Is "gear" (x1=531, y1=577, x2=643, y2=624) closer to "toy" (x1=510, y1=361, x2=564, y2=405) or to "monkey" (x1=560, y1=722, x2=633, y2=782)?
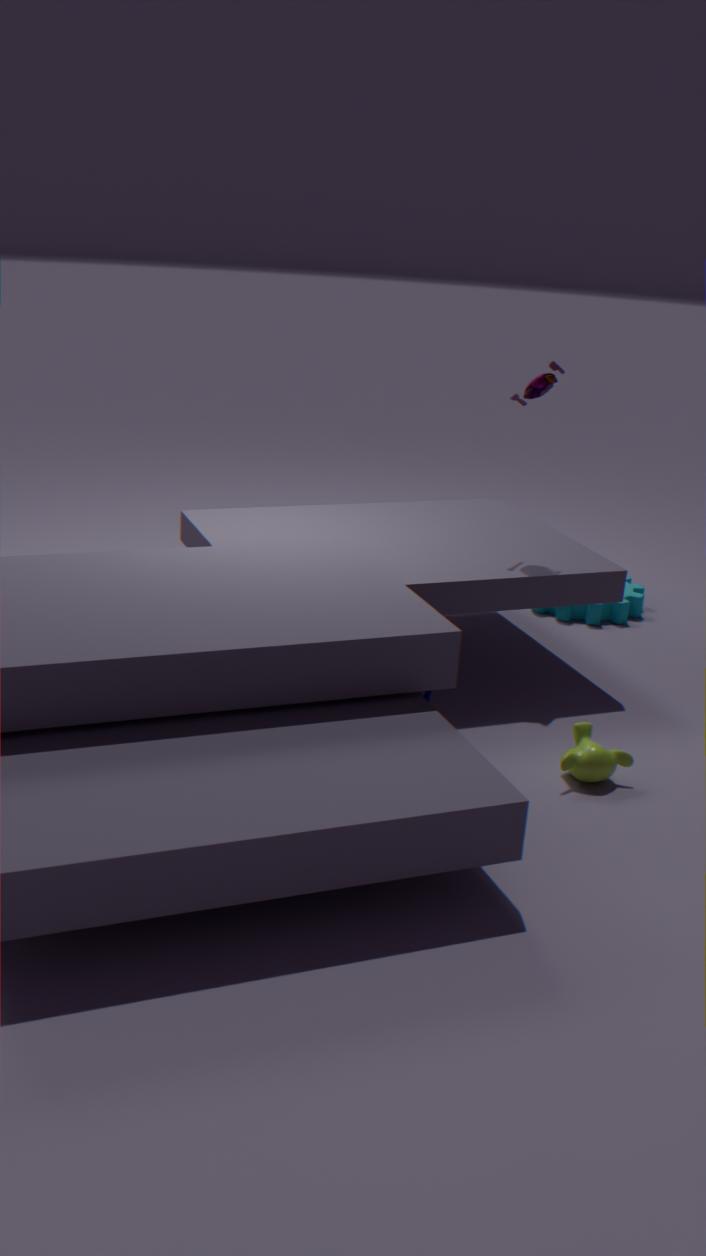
"toy" (x1=510, y1=361, x2=564, y2=405)
